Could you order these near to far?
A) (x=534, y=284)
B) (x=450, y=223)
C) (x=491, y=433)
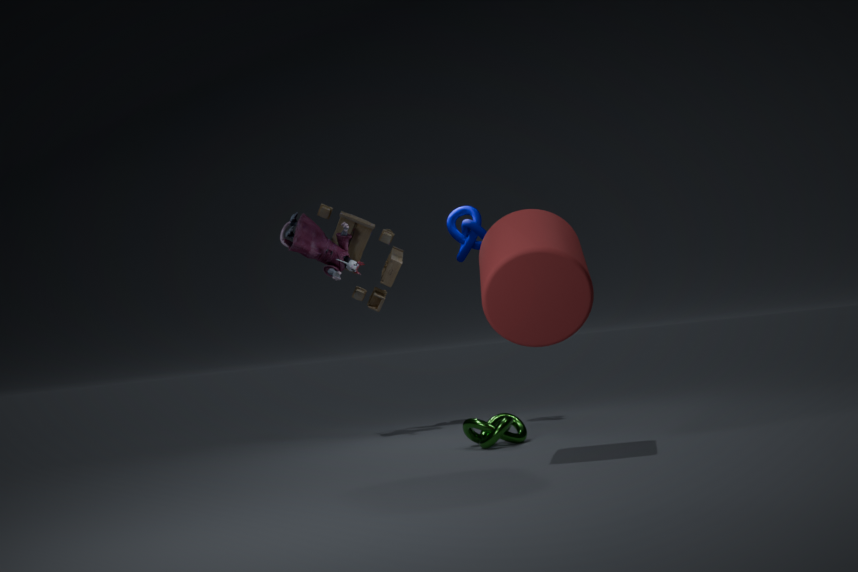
(x=534, y=284) → (x=491, y=433) → (x=450, y=223)
